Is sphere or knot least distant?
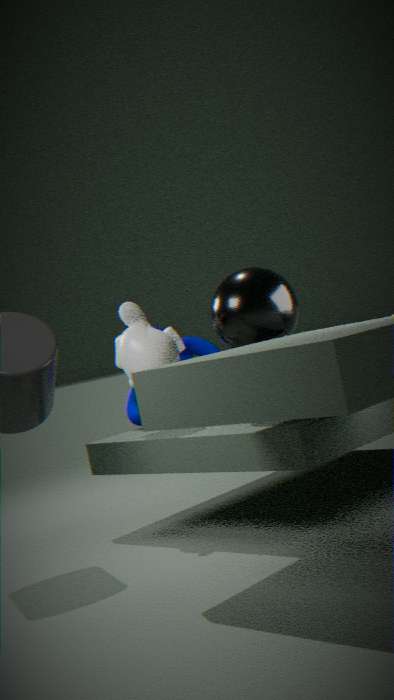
sphere
